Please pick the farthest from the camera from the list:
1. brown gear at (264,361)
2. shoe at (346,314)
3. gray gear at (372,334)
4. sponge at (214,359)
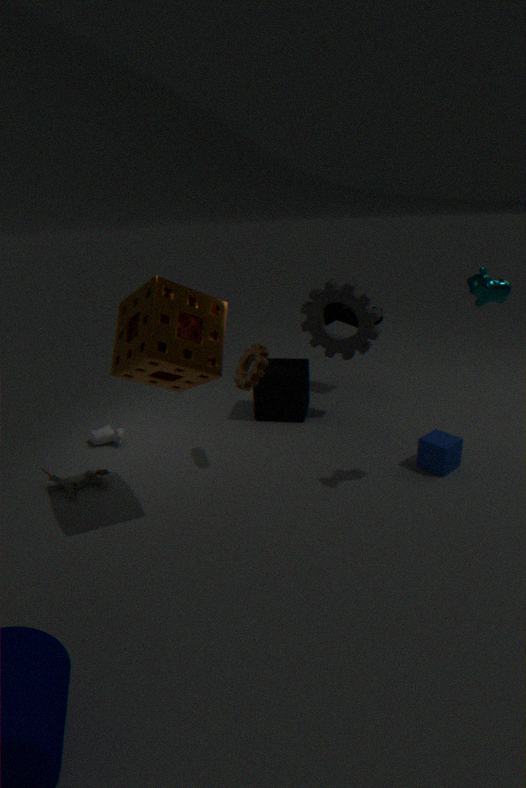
shoe at (346,314)
